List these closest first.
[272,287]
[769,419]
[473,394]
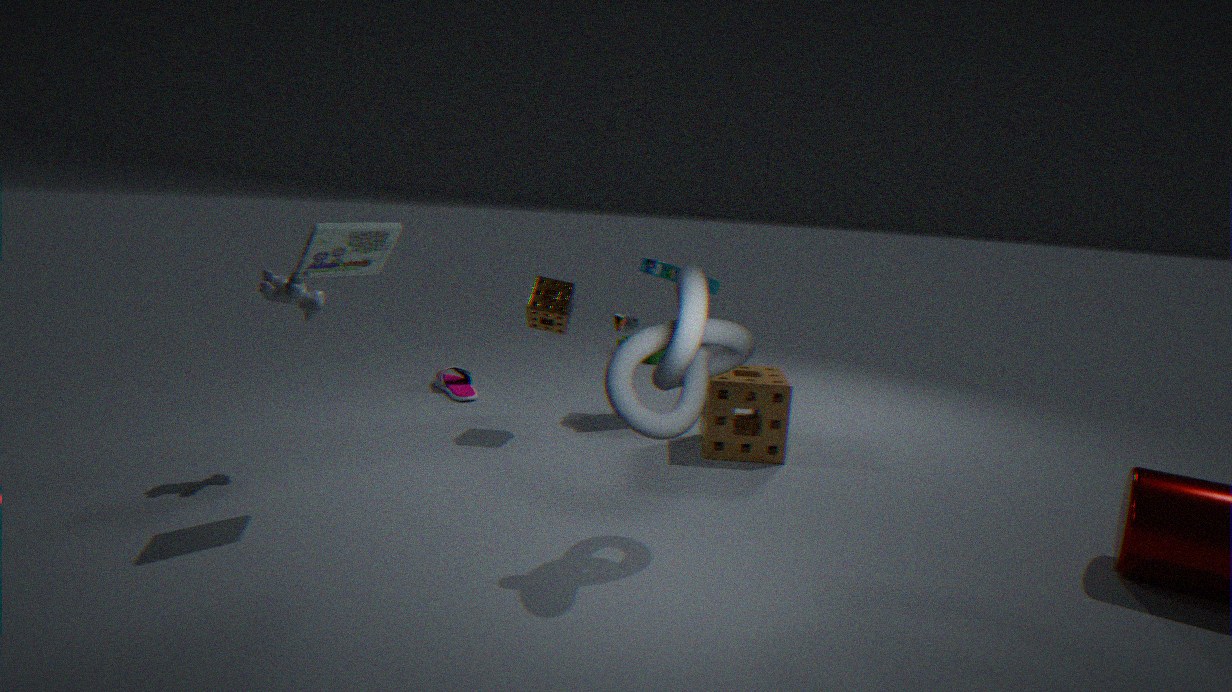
1. [272,287]
2. [769,419]
3. [473,394]
